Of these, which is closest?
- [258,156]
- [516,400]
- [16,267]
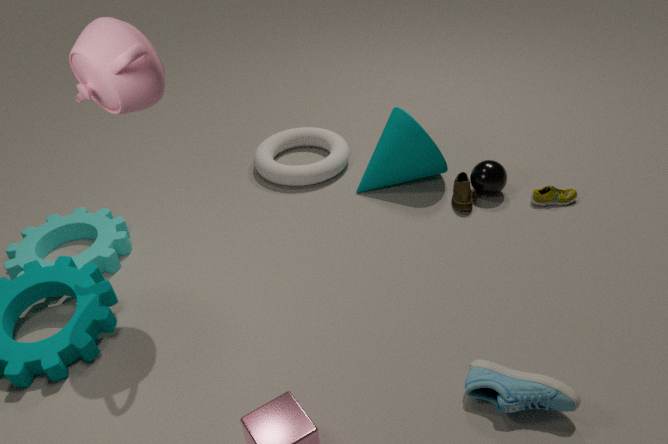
[516,400]
